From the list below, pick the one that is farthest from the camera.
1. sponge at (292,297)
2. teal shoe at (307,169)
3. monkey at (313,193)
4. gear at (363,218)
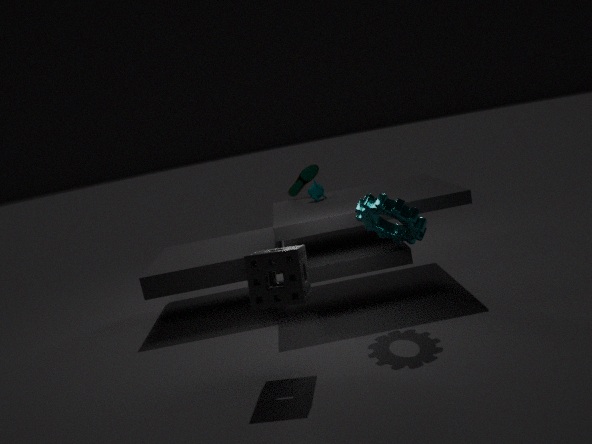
teal shoe at (307,169)
